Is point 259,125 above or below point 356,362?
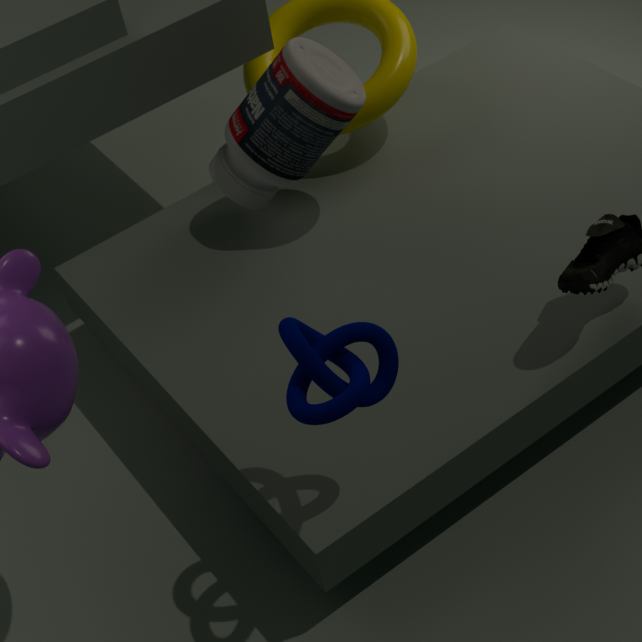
below
